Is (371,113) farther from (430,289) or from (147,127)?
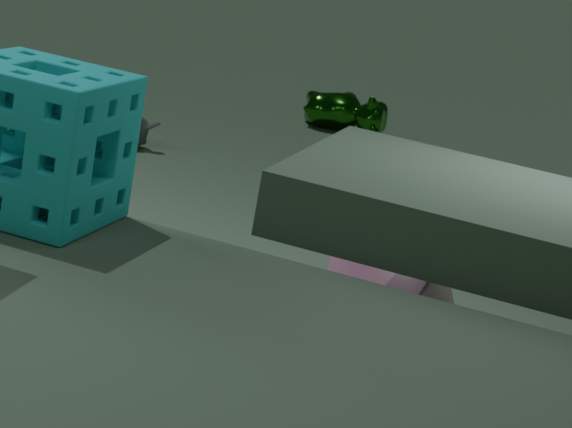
(430,289)
